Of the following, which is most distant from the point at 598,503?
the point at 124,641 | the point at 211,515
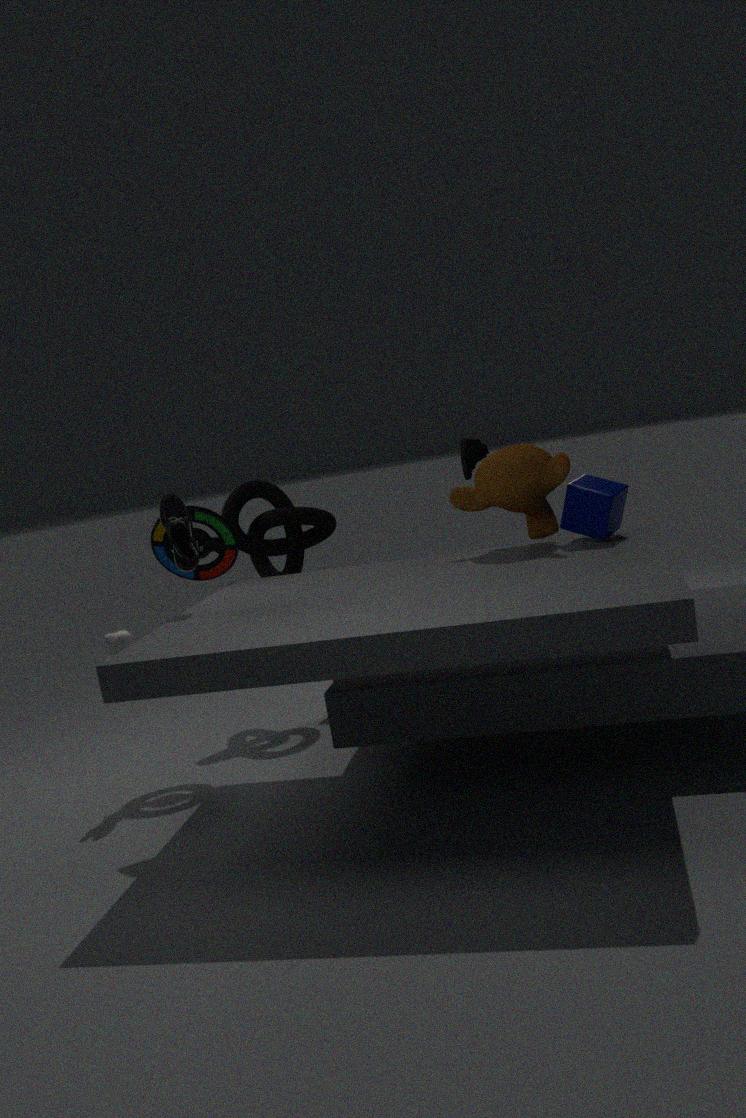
the point at 124,641
